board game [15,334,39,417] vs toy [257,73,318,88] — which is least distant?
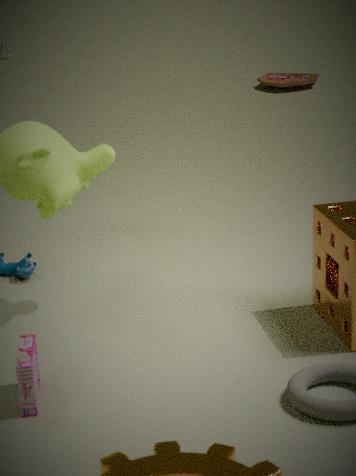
board game [15,334,39,417]
